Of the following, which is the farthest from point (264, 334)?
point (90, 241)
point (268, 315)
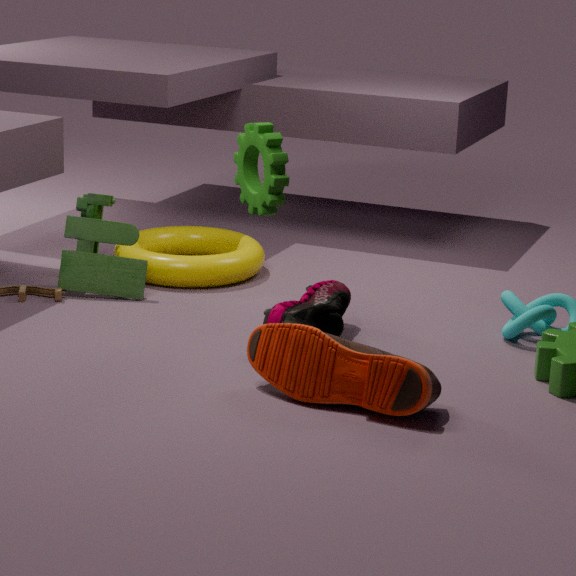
point (90, 241)
